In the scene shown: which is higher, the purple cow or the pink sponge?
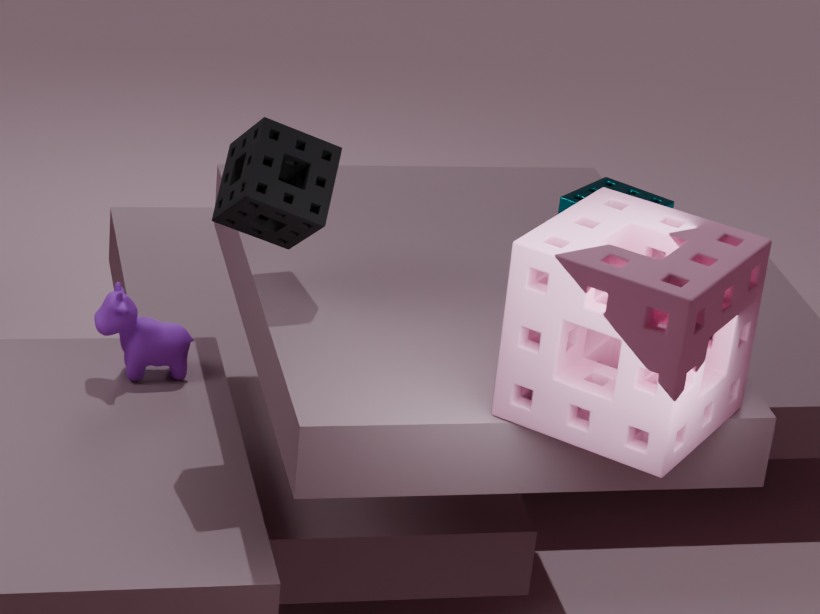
the pink sponge
